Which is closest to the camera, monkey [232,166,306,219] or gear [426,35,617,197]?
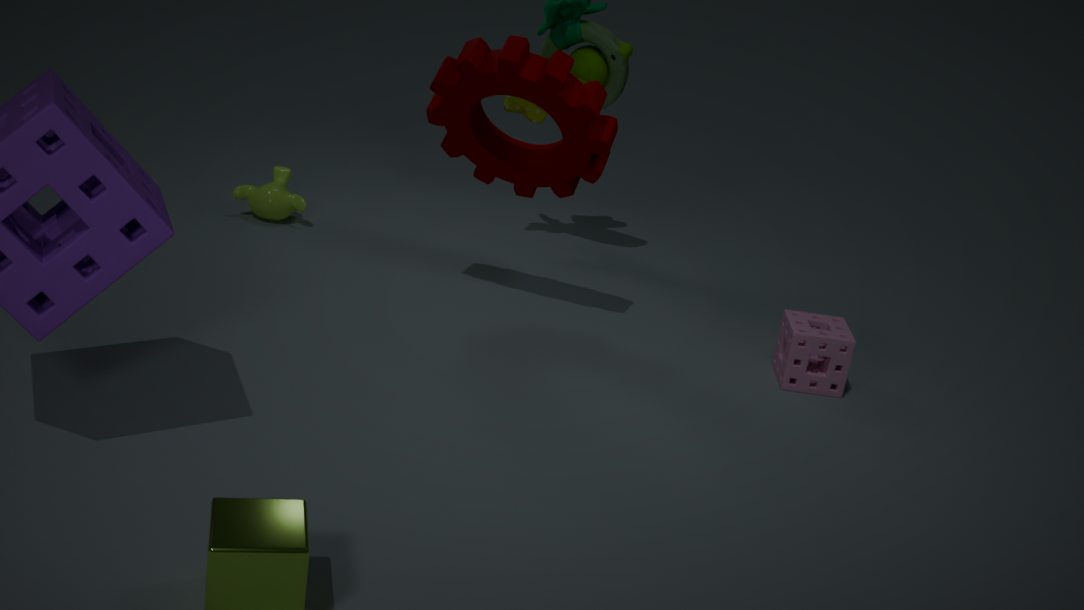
gear [426,35,617,197]
